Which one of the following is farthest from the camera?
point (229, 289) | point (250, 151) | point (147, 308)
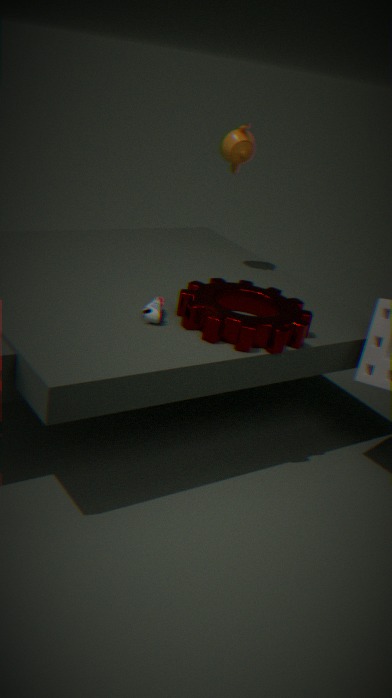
point (250, 151)
